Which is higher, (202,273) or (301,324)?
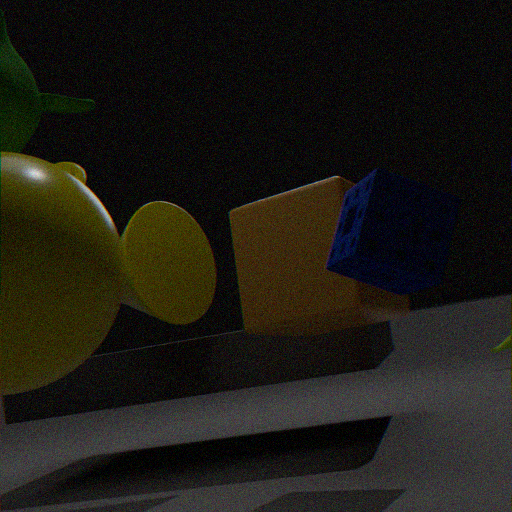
(202,273)
